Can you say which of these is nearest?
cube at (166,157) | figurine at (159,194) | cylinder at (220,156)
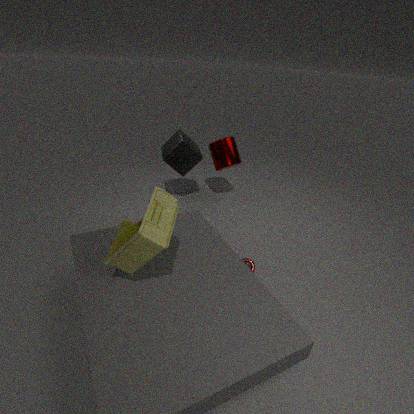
figurine at (159,194)
